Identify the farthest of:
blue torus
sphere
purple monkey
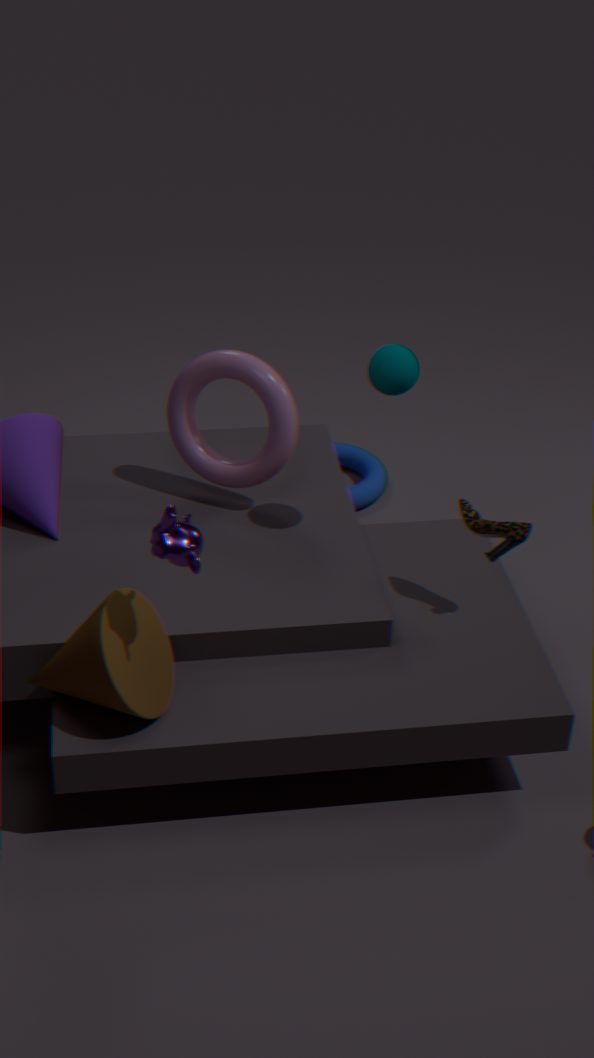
blue torus
